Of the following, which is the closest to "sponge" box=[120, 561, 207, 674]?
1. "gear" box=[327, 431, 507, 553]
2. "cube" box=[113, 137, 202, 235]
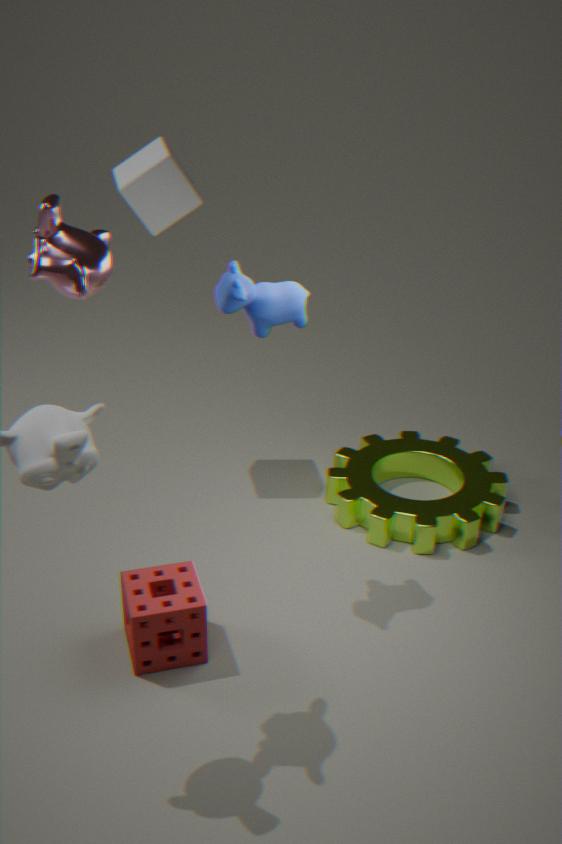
"gear" box=[327, 431, 507, 553]
